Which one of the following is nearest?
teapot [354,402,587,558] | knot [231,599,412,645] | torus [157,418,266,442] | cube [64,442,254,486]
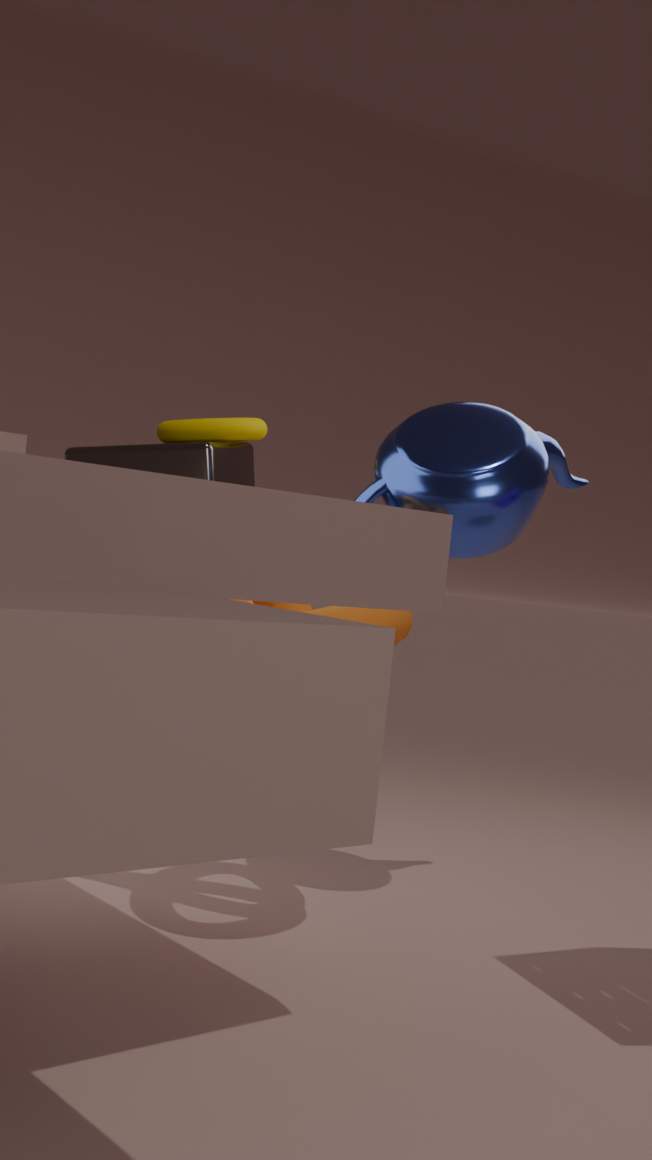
knot [231,599,412,645]
